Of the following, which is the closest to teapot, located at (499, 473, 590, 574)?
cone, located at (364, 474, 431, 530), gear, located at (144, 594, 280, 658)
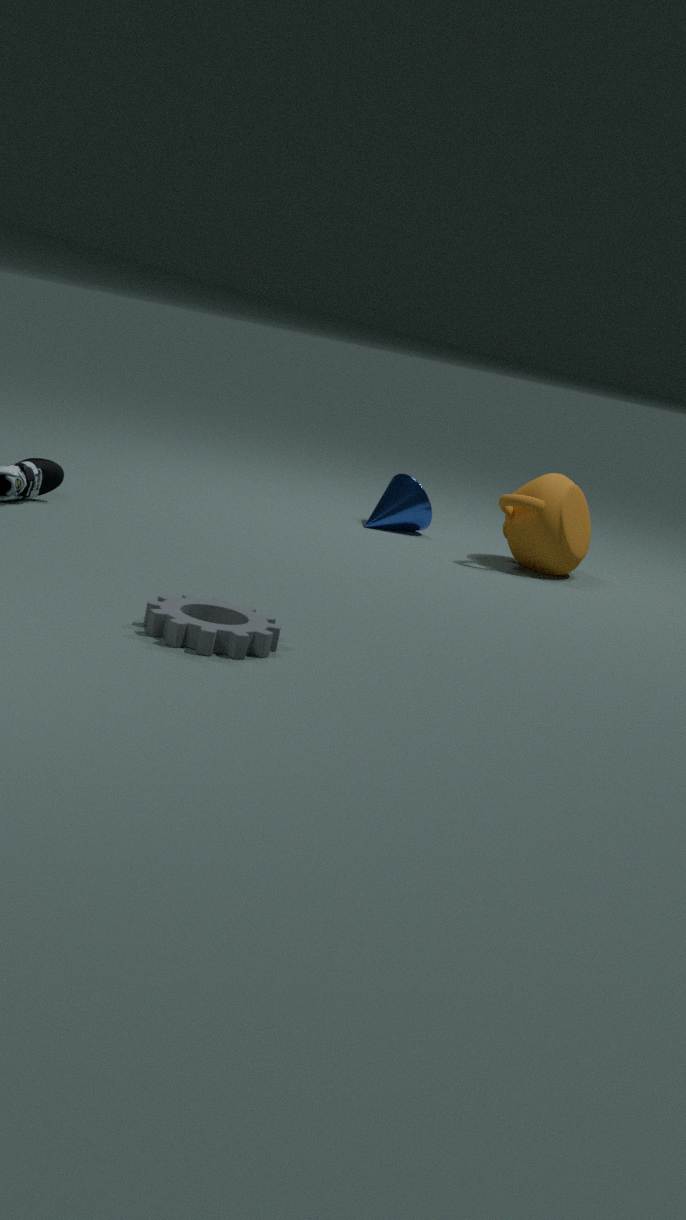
cone, located at (364, 474, 431, 530)
